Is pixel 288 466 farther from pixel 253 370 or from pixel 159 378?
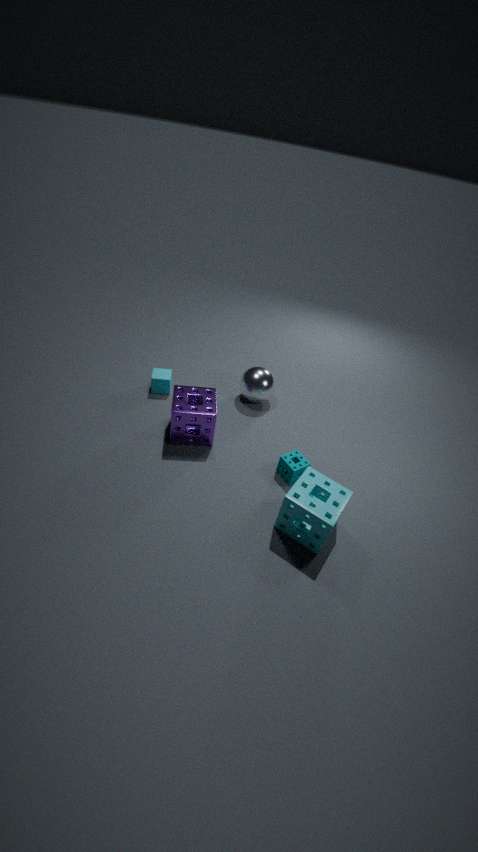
pixel 159 378
